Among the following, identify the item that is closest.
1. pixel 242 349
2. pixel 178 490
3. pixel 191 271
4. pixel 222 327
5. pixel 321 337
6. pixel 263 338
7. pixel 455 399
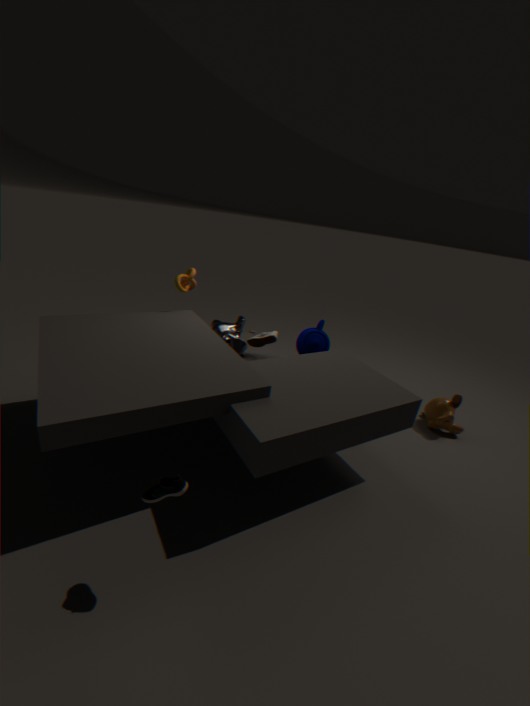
pixel 178 490
